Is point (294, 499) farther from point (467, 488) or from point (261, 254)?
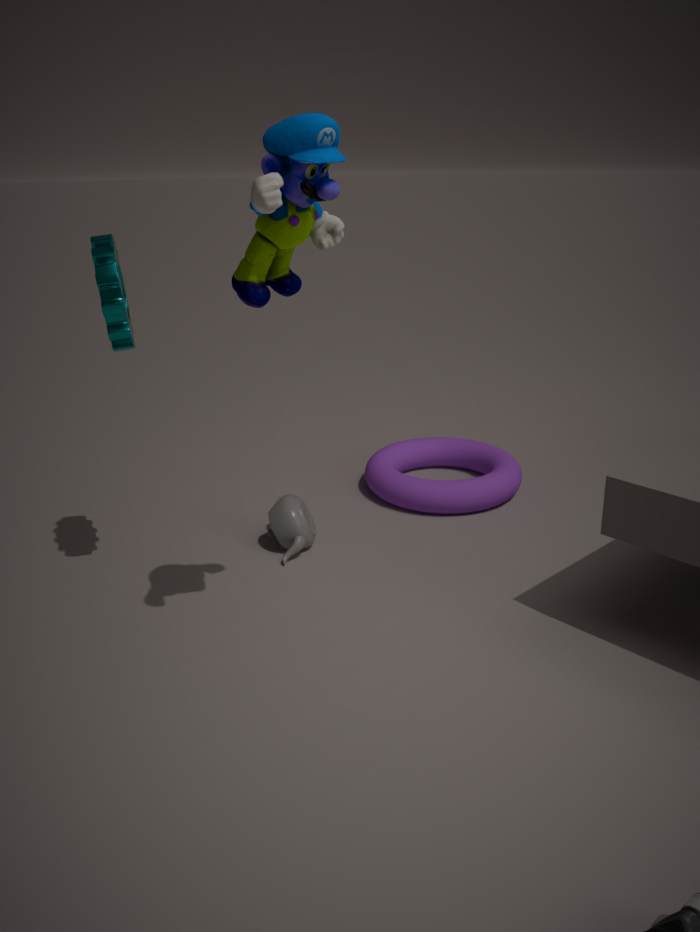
point (261, 254)
